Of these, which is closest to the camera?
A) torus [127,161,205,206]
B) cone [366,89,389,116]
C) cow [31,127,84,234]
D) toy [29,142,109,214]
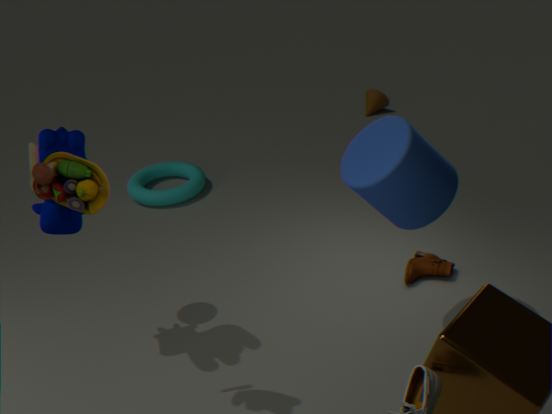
toy [29,142,109,214]
